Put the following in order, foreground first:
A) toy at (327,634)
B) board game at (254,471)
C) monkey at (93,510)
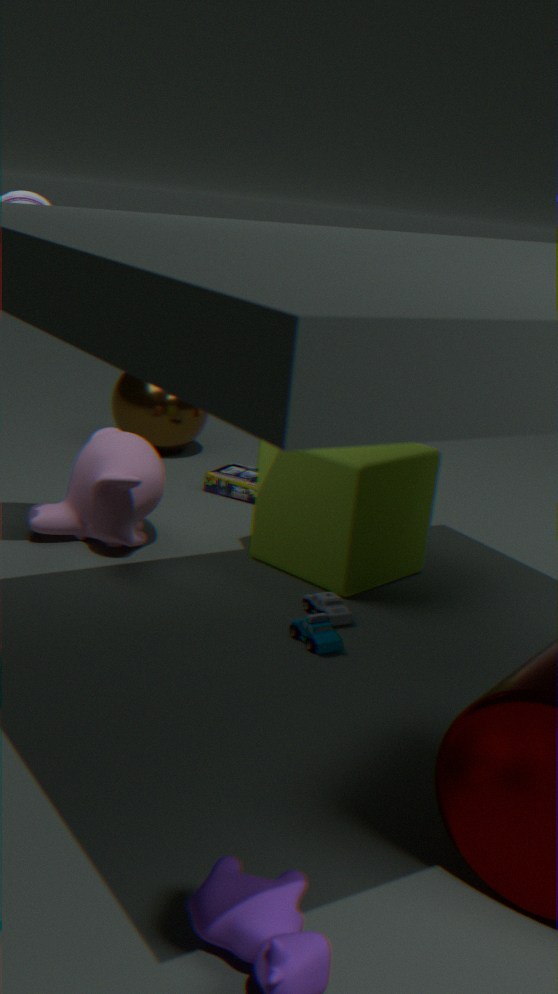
toy at (327,634) < monkey at (93,510) < board game at (254,471)
